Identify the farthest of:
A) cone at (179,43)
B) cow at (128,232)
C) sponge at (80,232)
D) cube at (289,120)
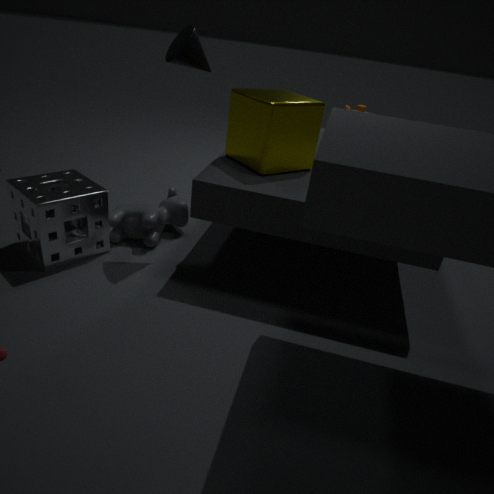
cow at (128,232)
